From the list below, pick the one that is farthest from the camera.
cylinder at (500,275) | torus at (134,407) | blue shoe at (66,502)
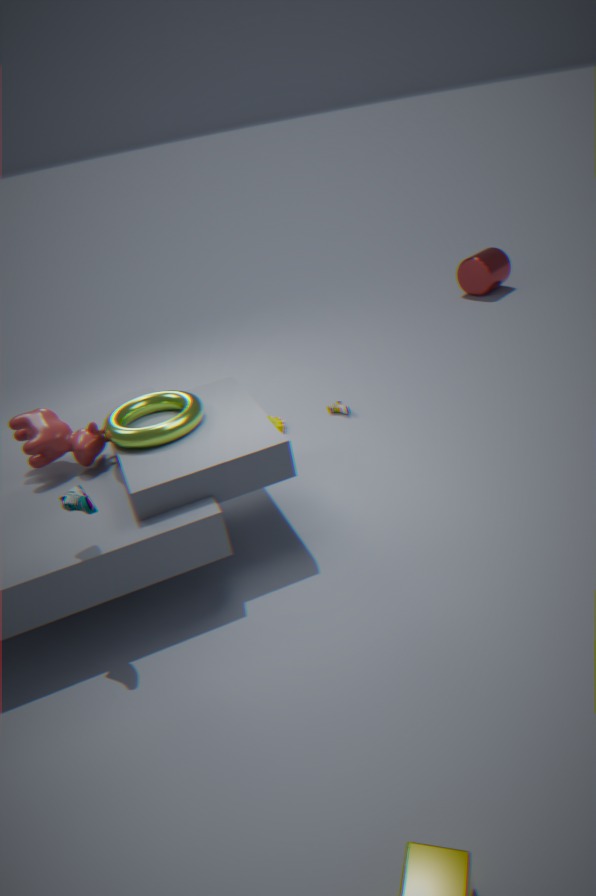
cylinder at (500,275)
